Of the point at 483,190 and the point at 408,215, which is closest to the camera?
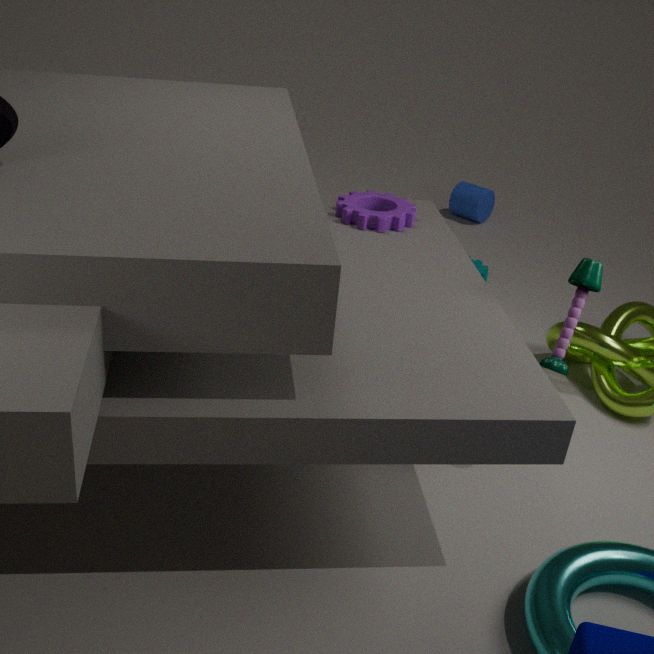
the point at 408,215
